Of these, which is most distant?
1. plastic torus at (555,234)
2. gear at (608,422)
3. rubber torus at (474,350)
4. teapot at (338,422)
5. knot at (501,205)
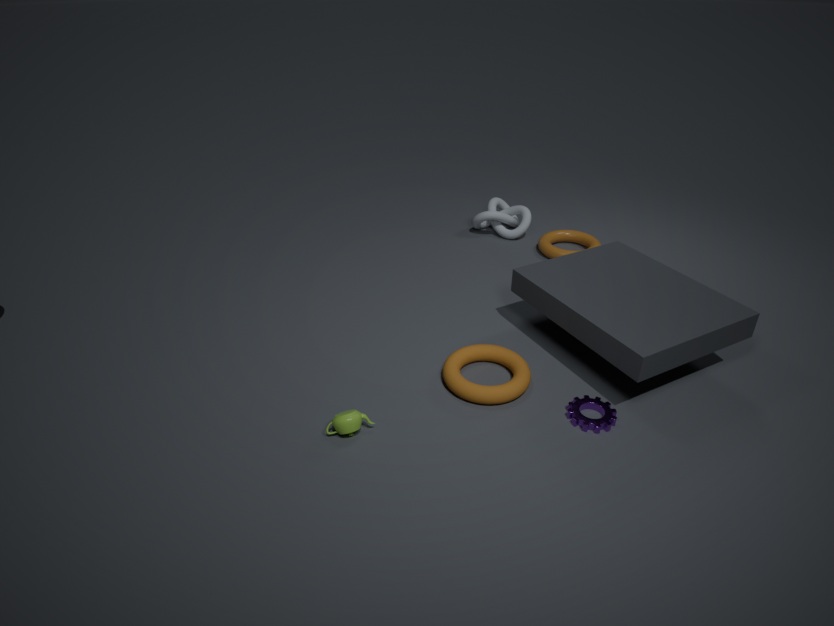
knot at (501,205)
